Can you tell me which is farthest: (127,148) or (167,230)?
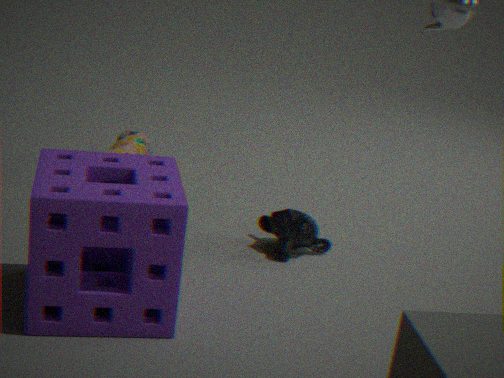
(127,148)
